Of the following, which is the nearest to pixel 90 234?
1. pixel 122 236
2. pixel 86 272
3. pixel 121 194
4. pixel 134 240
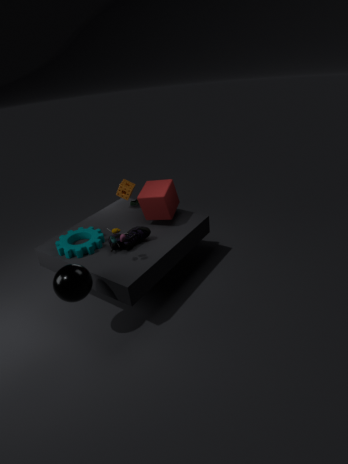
pixel 134 240
